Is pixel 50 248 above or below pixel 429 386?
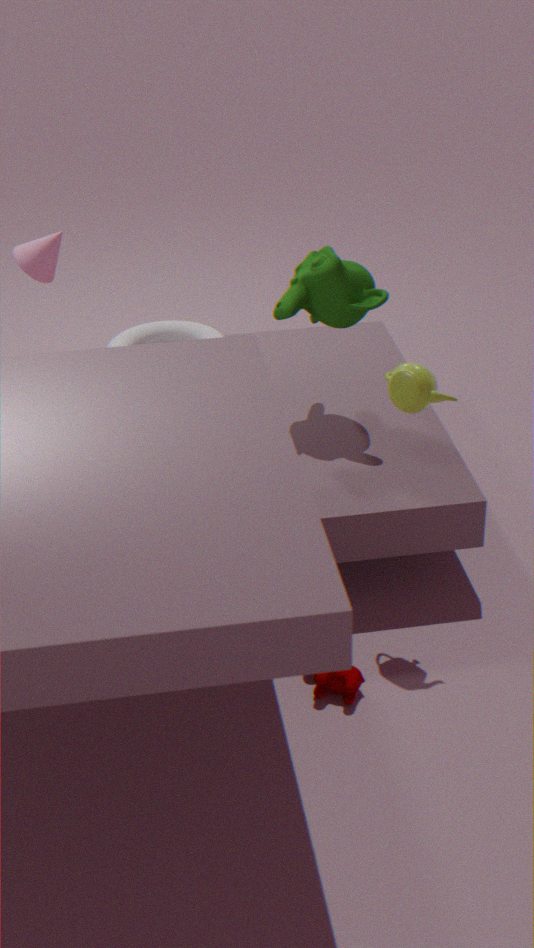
below
